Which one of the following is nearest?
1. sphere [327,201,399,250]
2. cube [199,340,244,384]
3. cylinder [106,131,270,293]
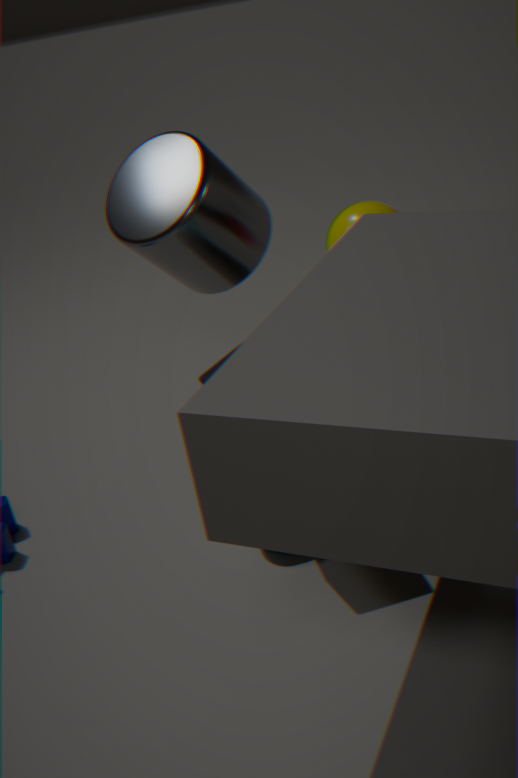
cube [199,340,244,384]
